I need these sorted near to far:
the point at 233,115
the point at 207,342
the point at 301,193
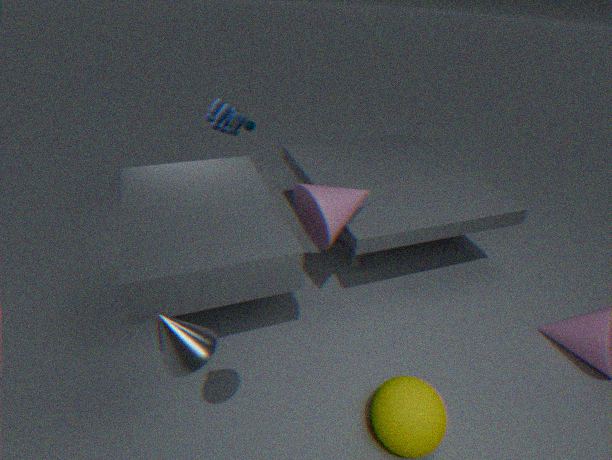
1. the point at 207,342
2. the point at 301,193
3. the point at 233,115
